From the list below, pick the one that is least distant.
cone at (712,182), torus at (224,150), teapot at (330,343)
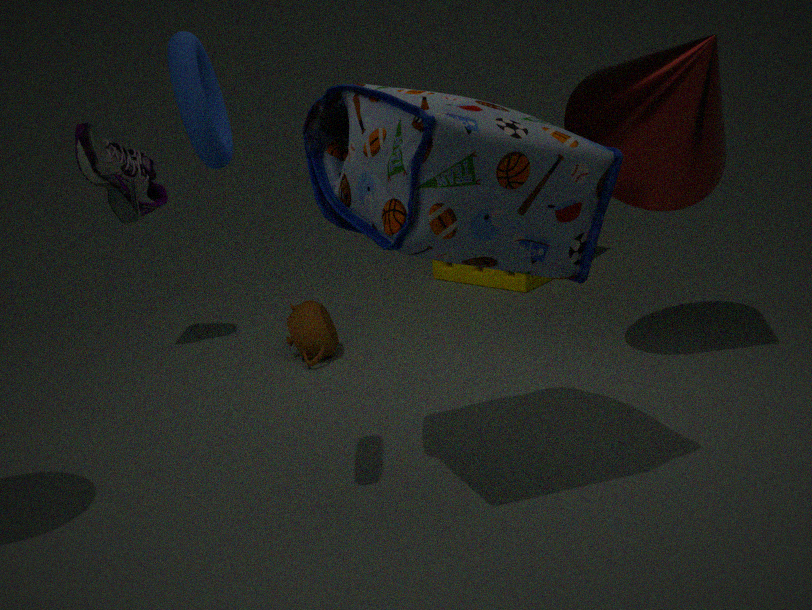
torus at (224,150)
